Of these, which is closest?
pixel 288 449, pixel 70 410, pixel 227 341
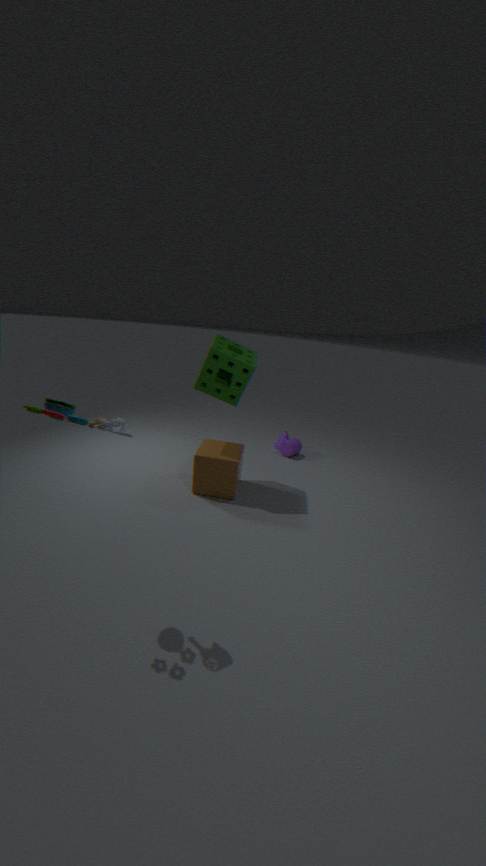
pixel 70 410
